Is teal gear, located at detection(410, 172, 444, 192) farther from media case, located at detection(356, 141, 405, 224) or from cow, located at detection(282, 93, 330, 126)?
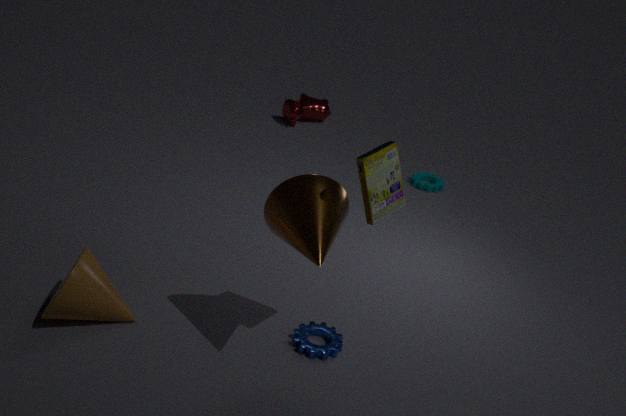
media case, located at detection(356, 141, 405, 224)
